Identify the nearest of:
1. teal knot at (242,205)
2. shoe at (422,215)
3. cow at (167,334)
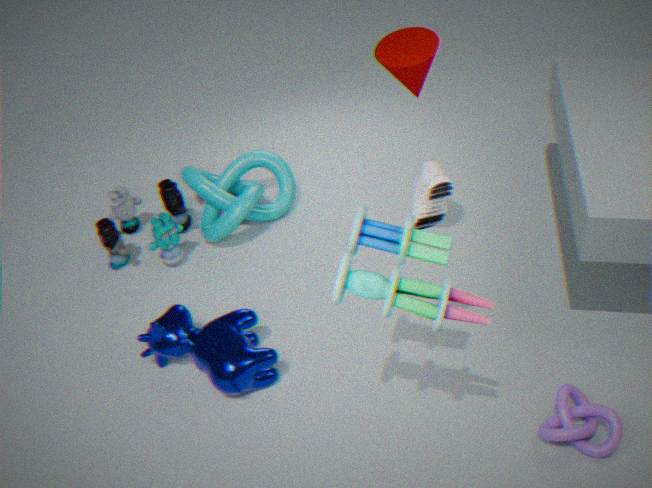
shoe at (422,215)
